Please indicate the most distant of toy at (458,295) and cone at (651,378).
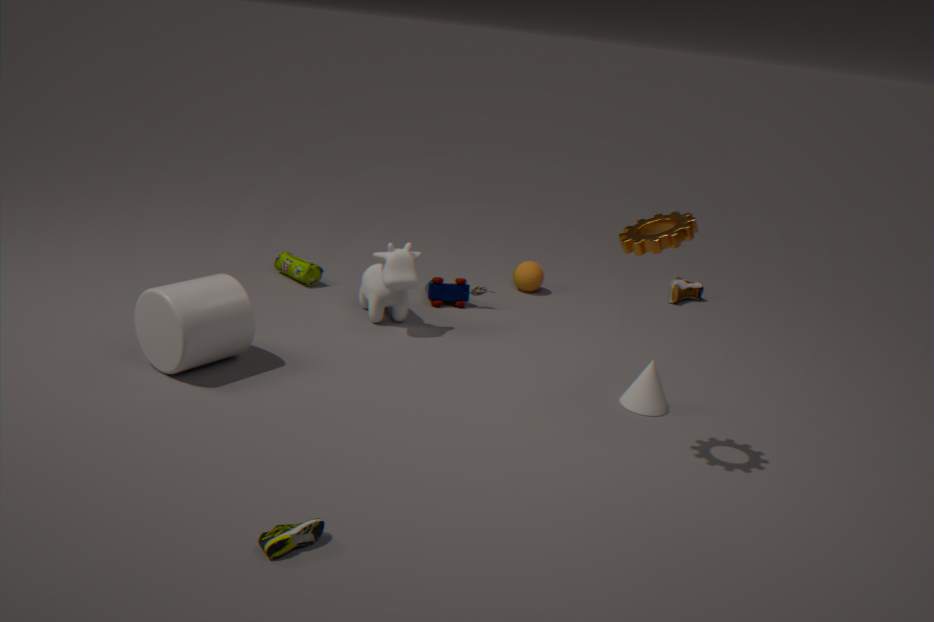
toy at (458,295)
